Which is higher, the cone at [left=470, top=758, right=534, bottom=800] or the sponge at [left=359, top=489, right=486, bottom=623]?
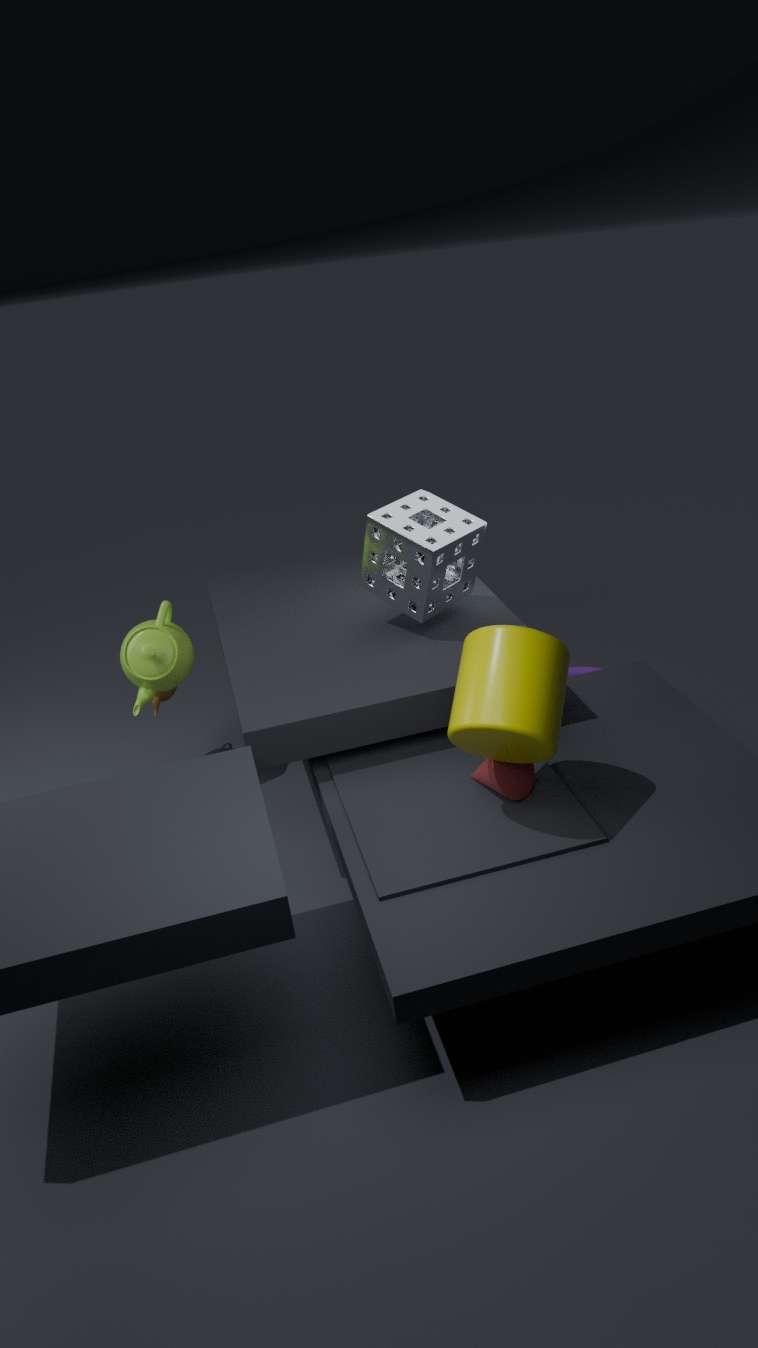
the sponge at [left=359, top=489, right=486, bottom=623]
